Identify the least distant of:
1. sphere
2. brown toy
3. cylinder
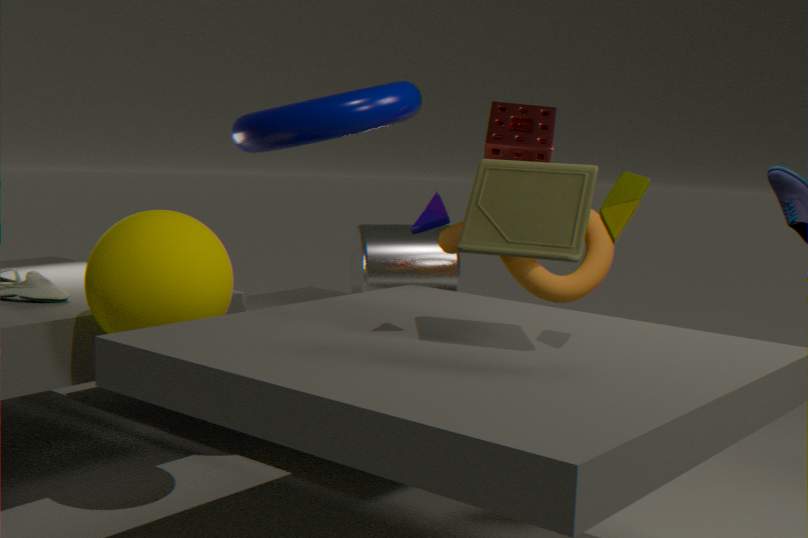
brown toy
